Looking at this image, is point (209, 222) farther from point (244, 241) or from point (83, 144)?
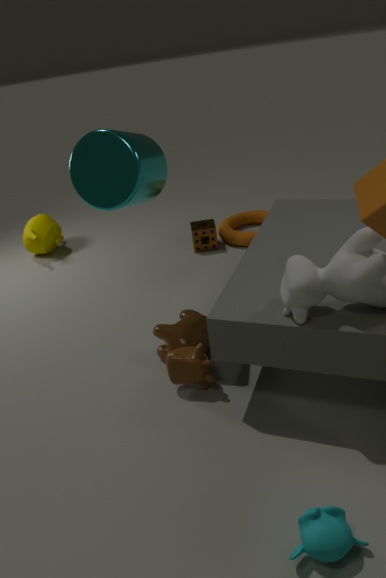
point (83, 144)
